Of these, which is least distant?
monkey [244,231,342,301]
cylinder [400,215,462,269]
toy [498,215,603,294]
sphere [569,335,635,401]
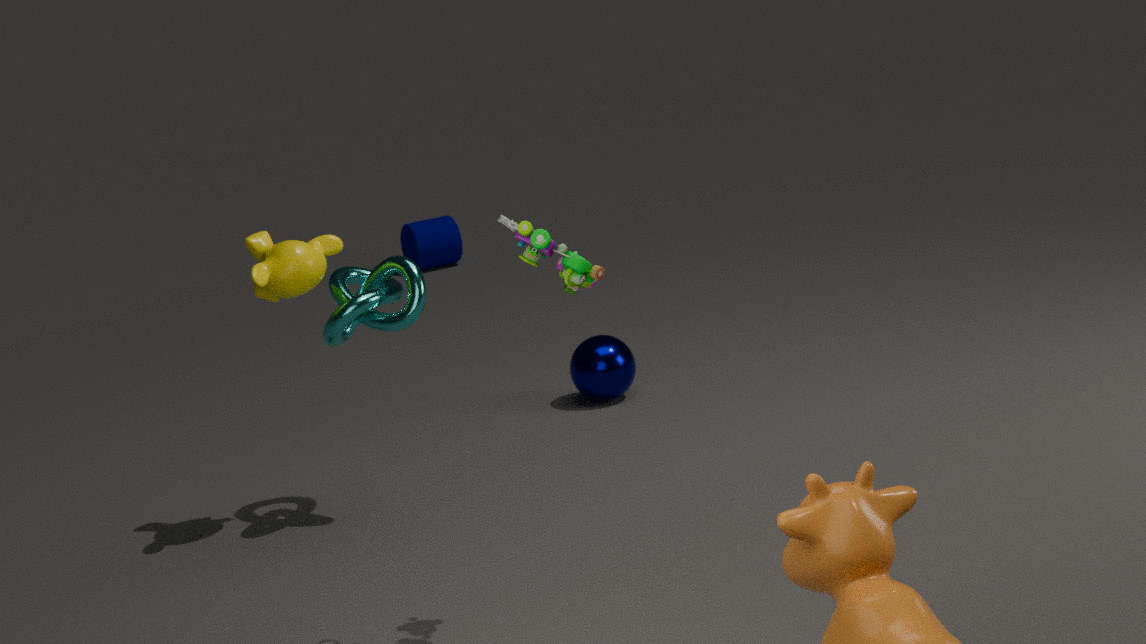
toy [498,215,603,294]
